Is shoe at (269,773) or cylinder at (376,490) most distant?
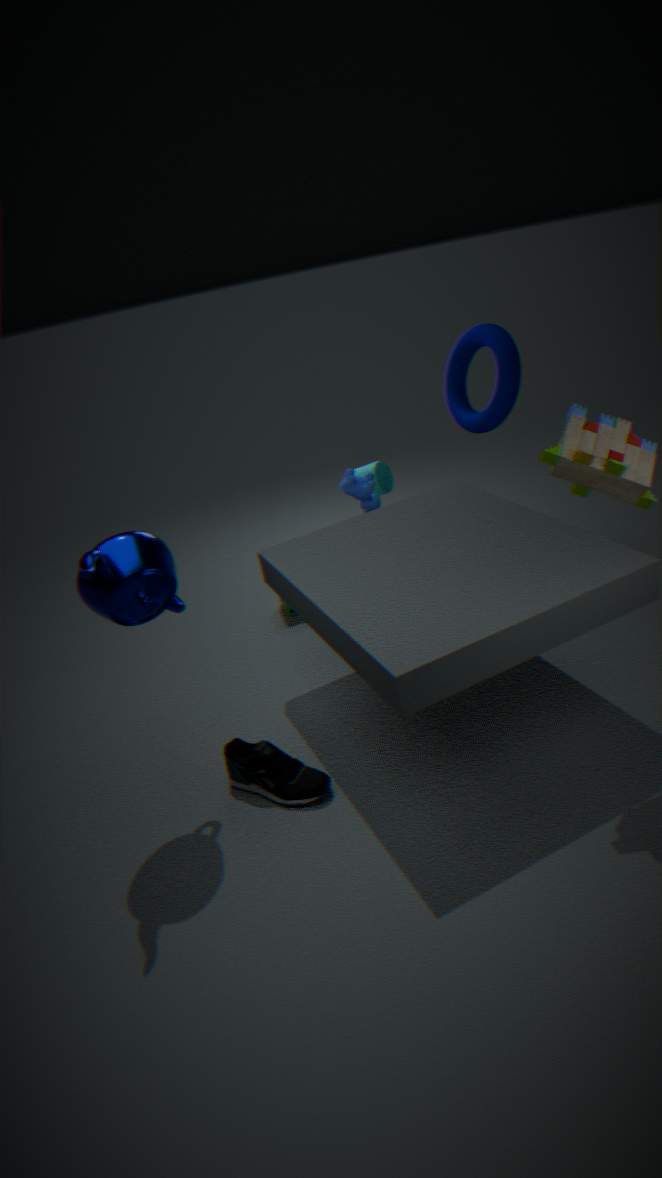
cylinder at (376,490)
